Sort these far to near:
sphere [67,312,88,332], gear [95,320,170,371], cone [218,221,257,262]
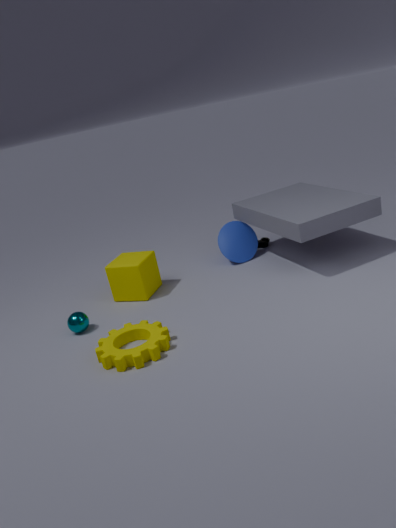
cone [218,221,257,262] → sphere [67,312,88,332] → gear [95,320,170,371]
